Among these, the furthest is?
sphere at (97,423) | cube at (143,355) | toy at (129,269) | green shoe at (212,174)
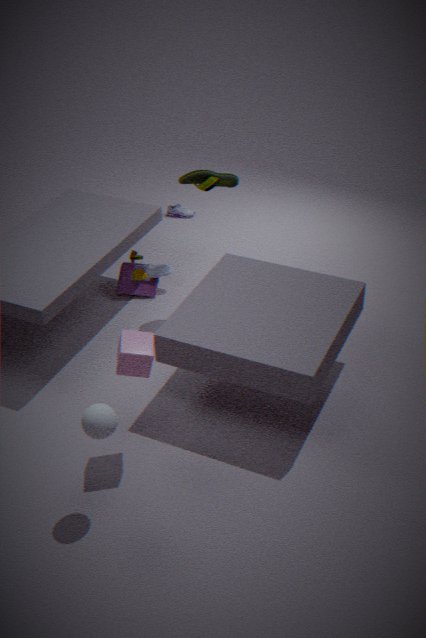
toy at (129,269)
